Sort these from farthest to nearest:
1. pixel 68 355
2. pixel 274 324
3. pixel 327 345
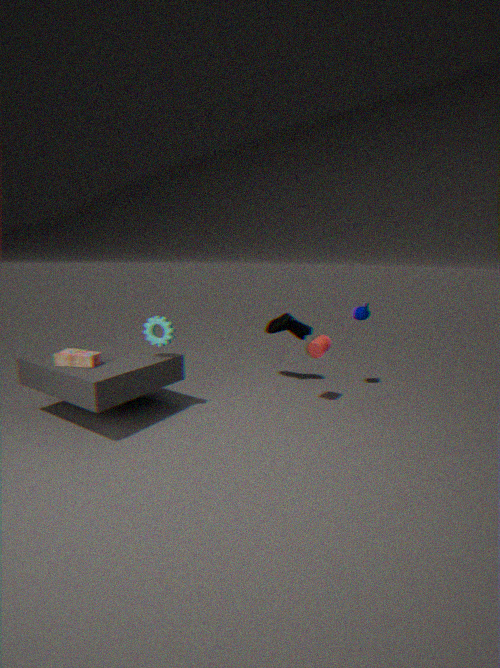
pixel 274 324, pixel 327 345, pixel 68 355
